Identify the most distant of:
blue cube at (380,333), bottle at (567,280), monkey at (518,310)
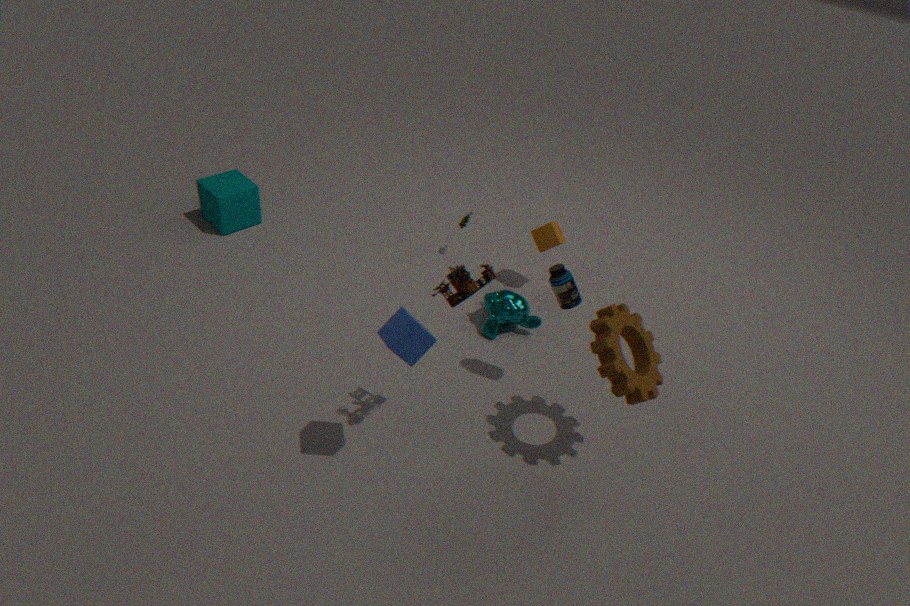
monkey at (518,310)
